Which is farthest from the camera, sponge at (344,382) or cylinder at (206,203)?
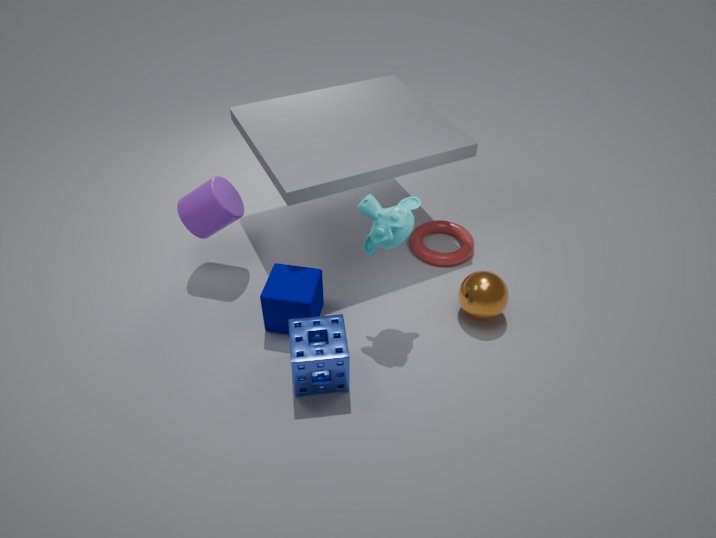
cylinder at (206,203)
